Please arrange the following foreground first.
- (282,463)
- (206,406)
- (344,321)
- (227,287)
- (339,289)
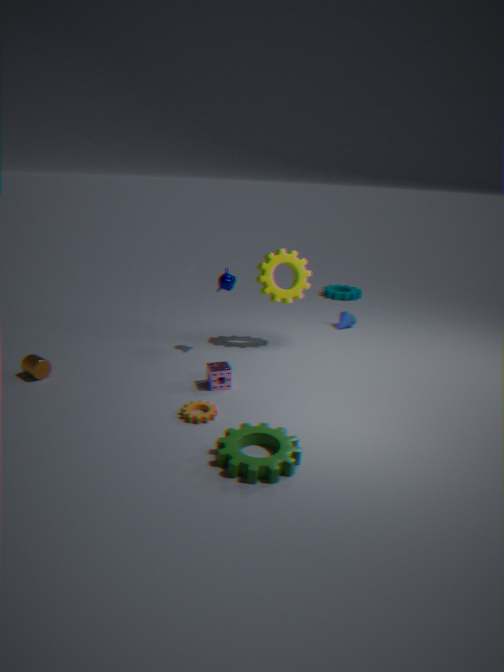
1. (282,463)
2. (206,406)
3. (227,287)
4. (344,321)
5. (339,289)
